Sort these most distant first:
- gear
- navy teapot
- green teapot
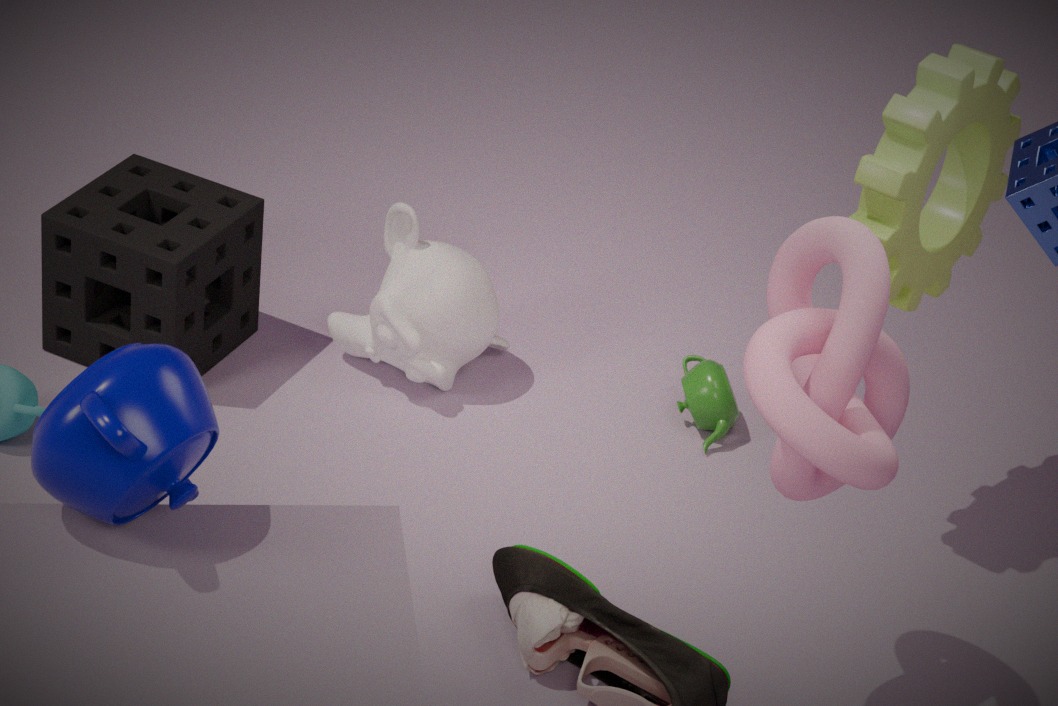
green teapot, gear, navy teapot
